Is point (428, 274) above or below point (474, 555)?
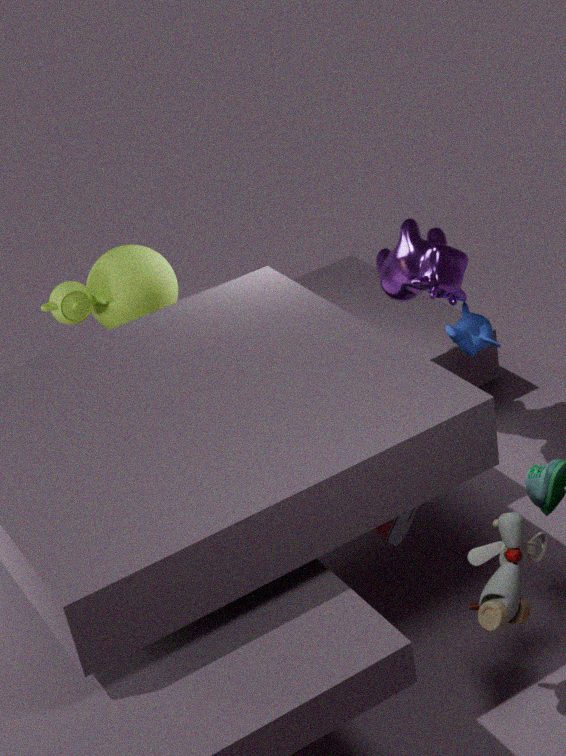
above
